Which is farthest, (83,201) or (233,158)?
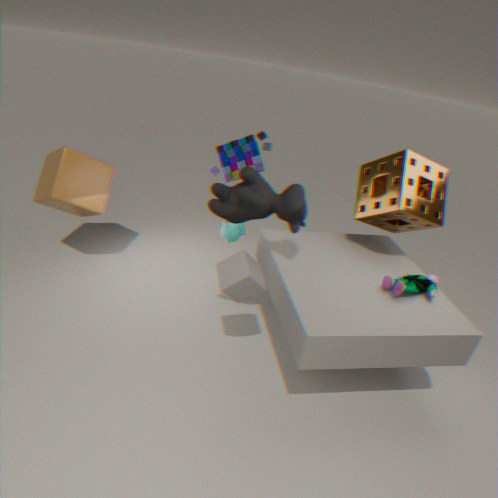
(83,201)
